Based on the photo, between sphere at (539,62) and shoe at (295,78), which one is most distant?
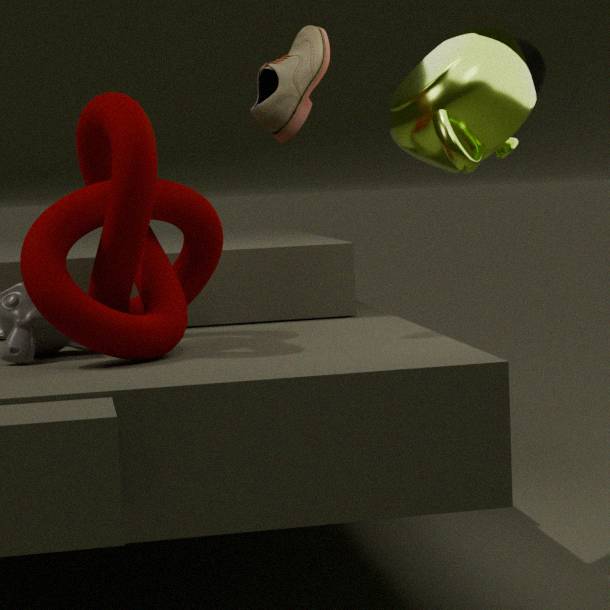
sphere at (539,62)
